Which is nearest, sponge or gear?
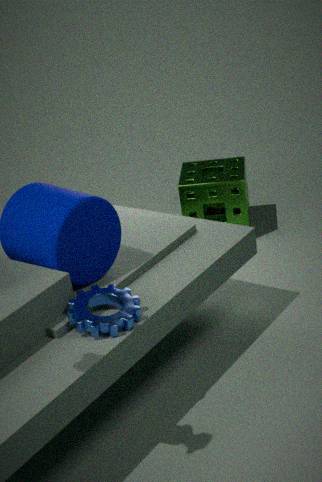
gear
